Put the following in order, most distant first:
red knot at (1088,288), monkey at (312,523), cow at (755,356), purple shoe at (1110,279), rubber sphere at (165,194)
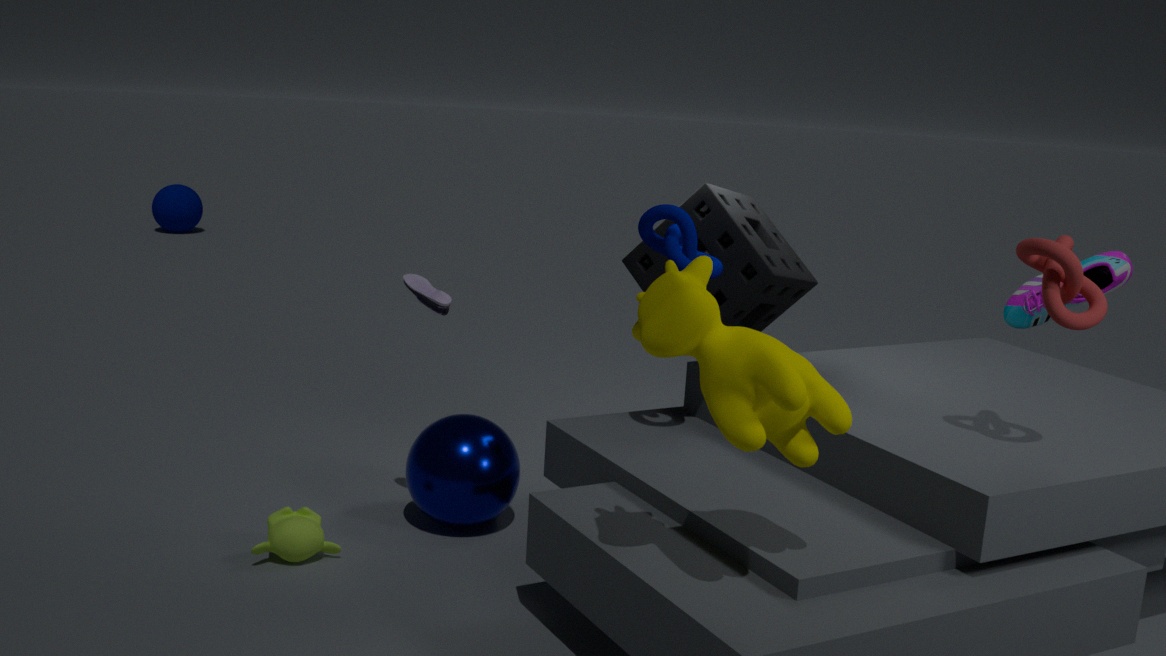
rubber sphere at (165,194) → purple shoe at (1110,279) → monkey at (312,523) → red knot at (1088,288) → cow at (755,356)
